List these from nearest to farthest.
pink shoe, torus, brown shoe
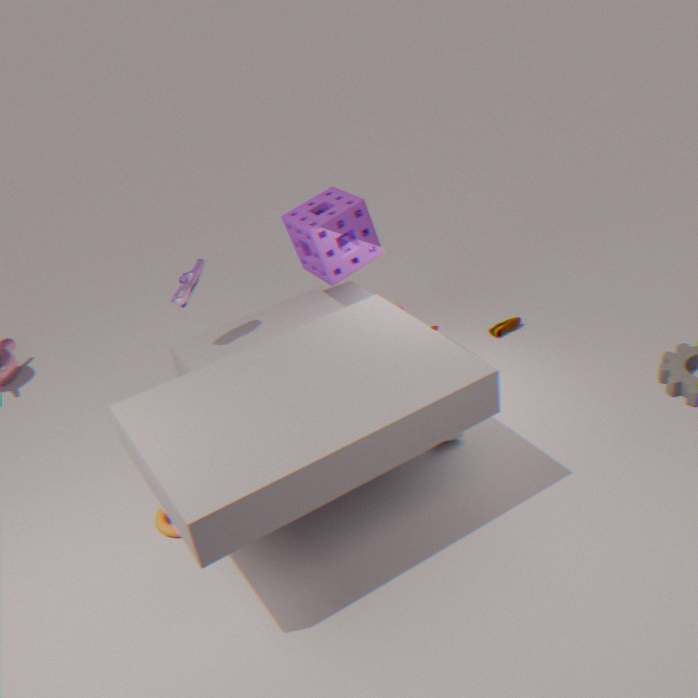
torus < pink shoe < brown shoe
